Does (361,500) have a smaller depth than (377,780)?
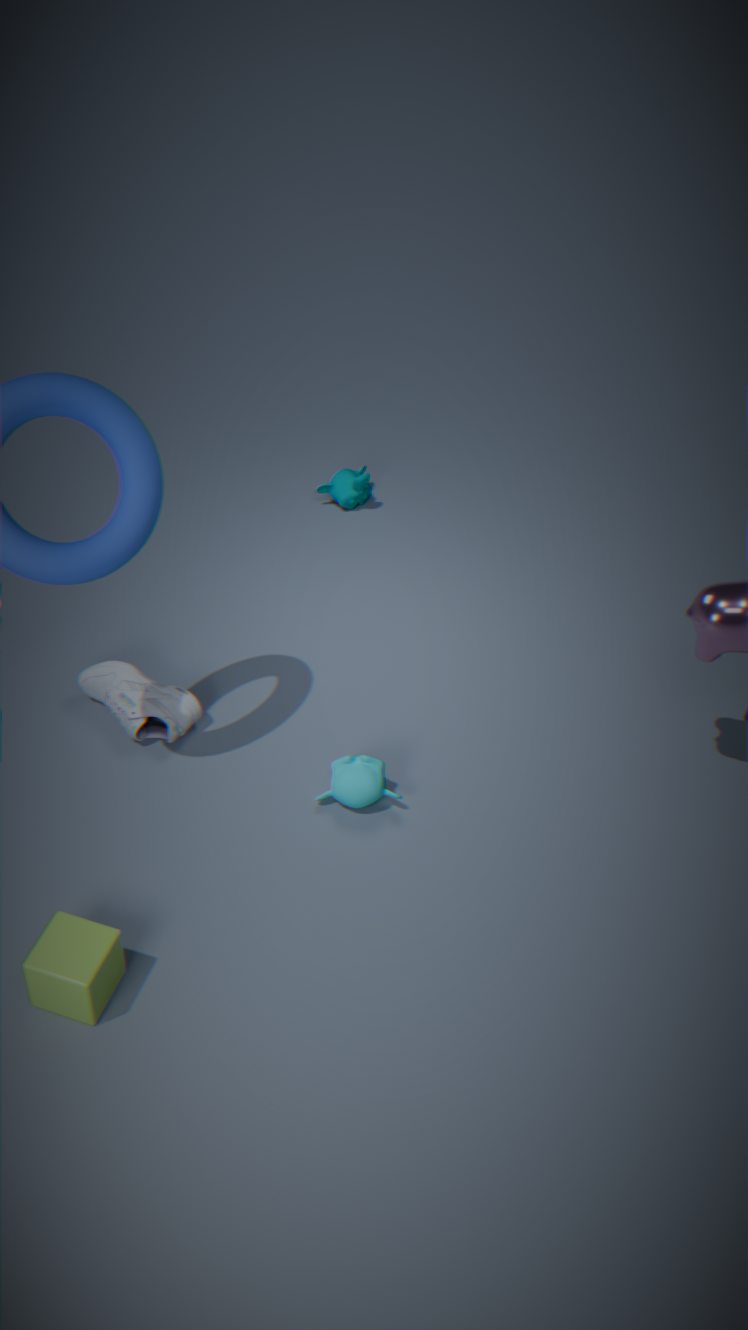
No
